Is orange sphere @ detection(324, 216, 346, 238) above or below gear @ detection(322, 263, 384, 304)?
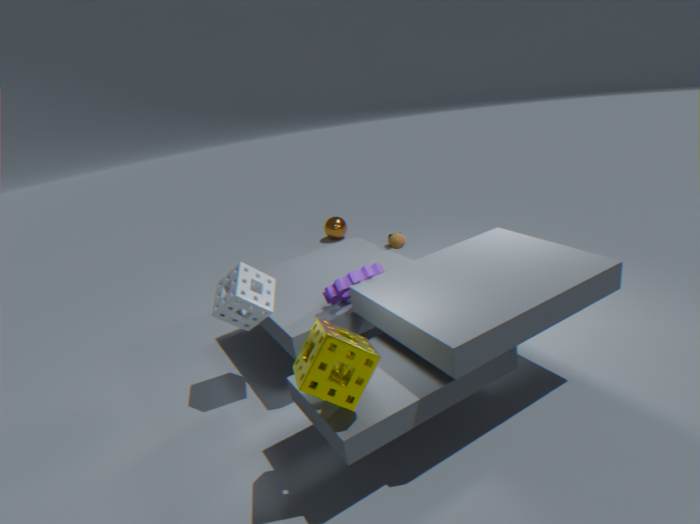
below
